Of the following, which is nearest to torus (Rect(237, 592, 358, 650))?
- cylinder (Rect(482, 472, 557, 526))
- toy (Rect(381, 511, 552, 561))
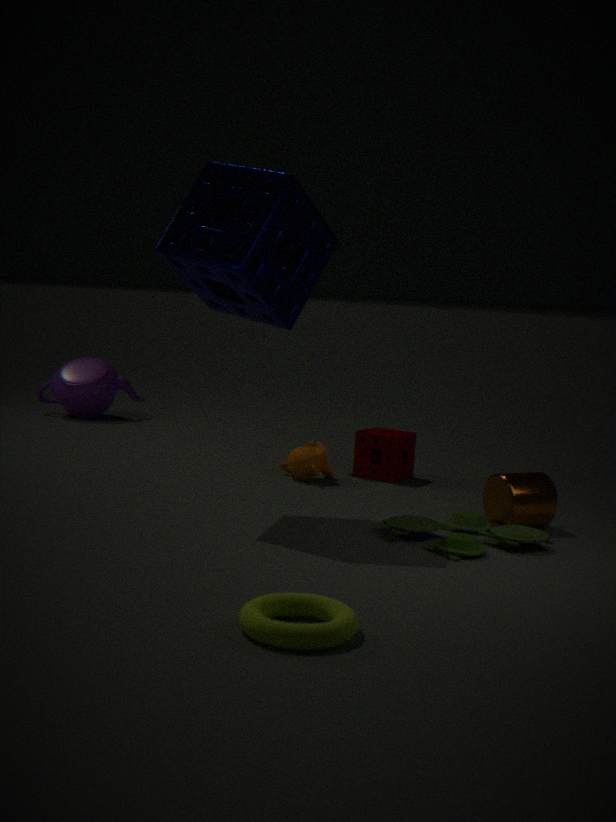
toy (Rect(381, 511, 552, 561))
